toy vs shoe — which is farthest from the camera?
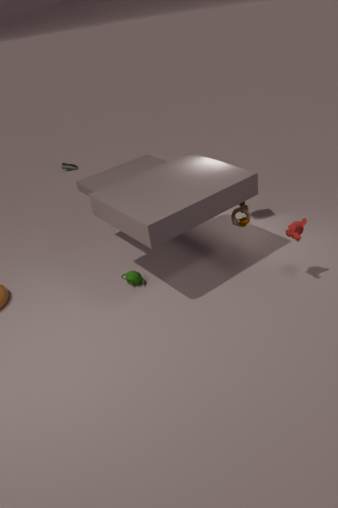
shoe
